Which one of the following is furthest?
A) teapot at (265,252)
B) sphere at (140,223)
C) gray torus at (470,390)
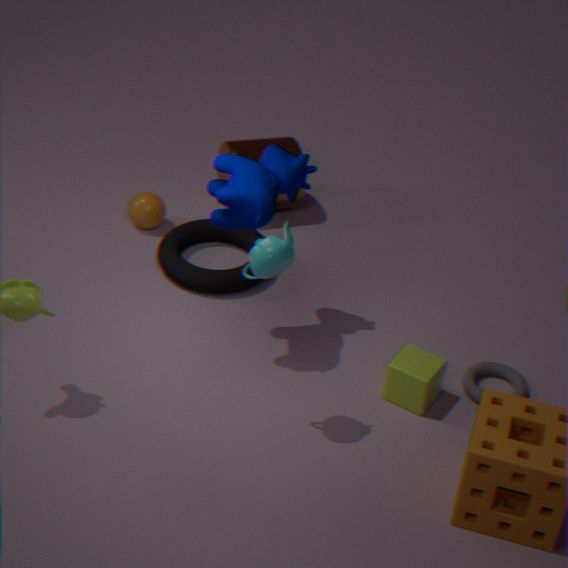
sphere at (140,223)
